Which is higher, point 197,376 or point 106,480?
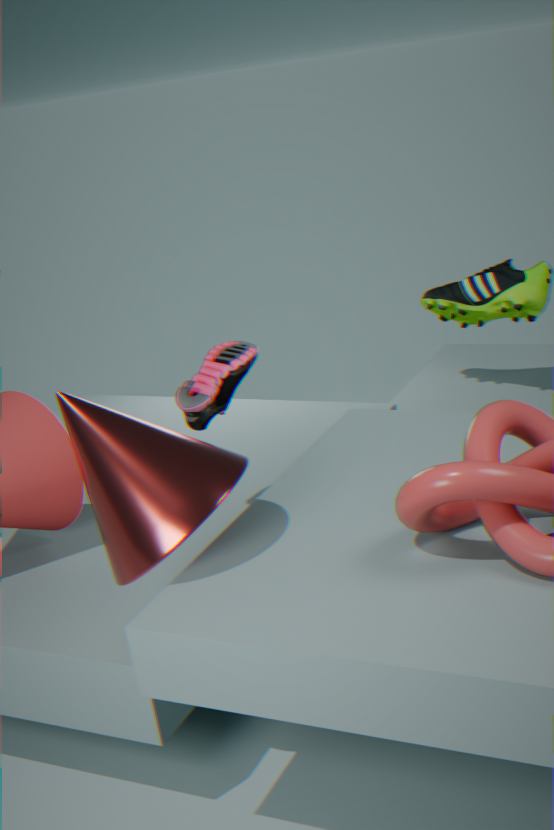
point 197,376
